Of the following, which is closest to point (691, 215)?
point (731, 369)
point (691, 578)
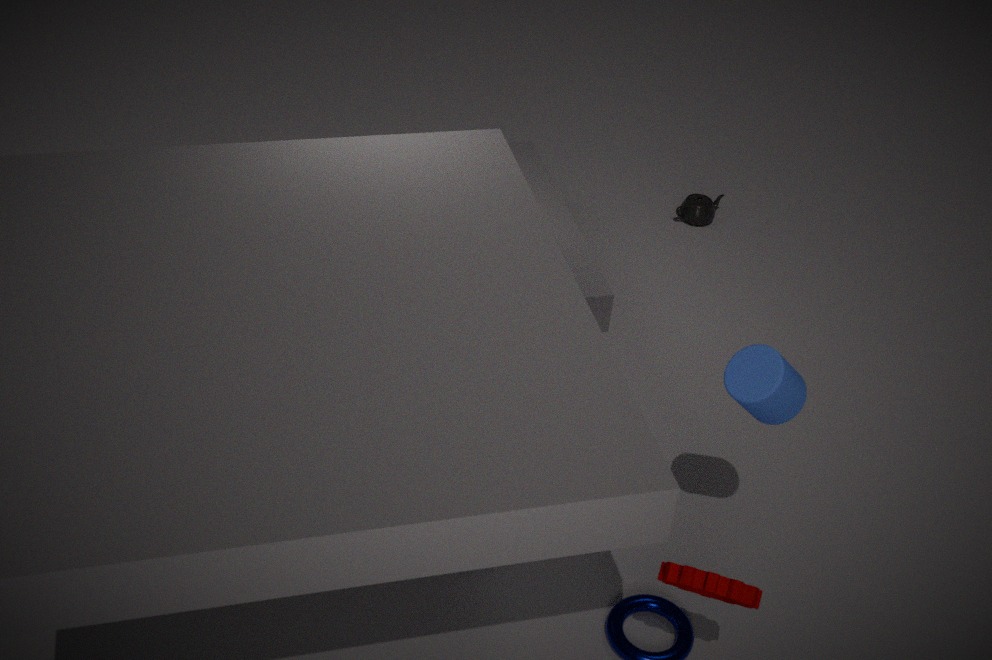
point (731, 369)
